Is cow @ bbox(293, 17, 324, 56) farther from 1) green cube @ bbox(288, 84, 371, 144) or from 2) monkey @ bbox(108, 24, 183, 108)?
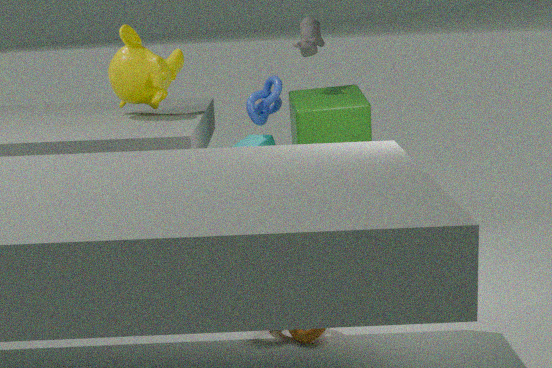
2) monkey @ bbox(108, 24, 183, 108)
